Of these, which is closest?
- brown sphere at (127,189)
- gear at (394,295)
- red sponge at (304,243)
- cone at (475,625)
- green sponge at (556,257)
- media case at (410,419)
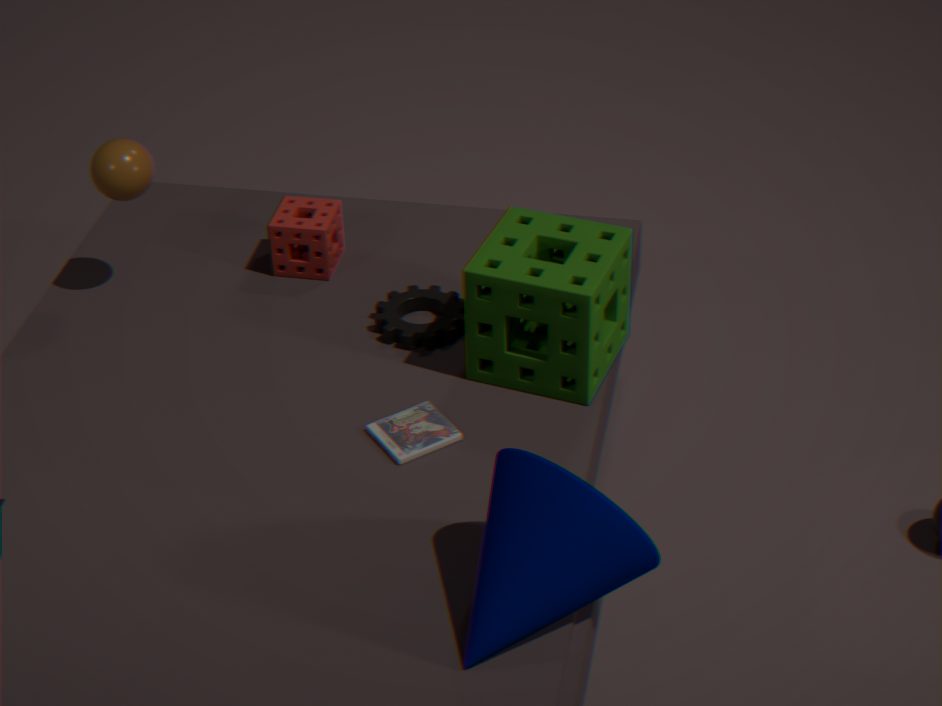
cone at (475,625)
